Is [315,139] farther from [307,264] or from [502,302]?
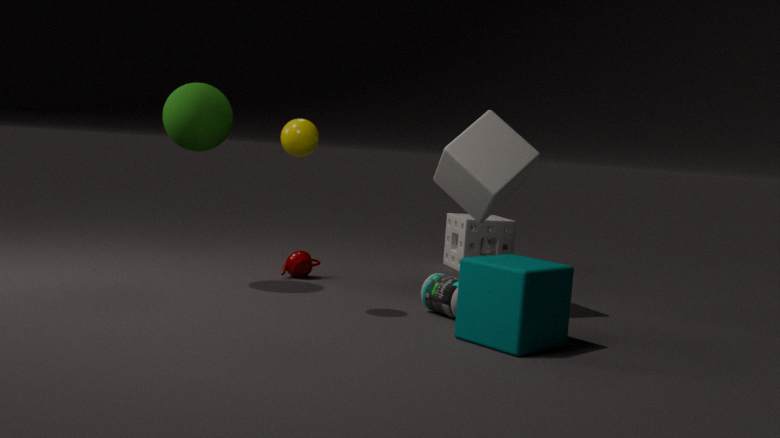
[502,302]
